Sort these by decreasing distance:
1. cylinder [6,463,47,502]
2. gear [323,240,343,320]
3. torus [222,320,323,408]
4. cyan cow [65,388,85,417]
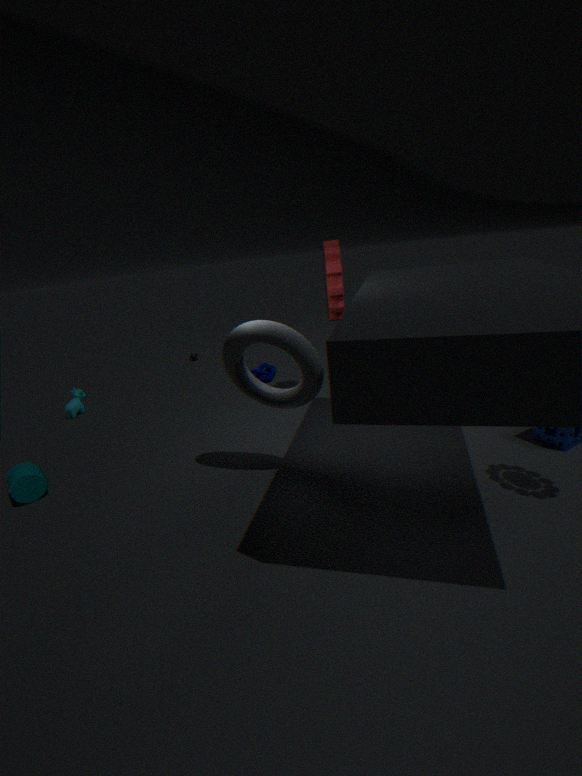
cyan cow [65,388,85,417] < gear [323,240,343,320] < cylinder [6,463,47,502] < torus [222,320,323,408]
